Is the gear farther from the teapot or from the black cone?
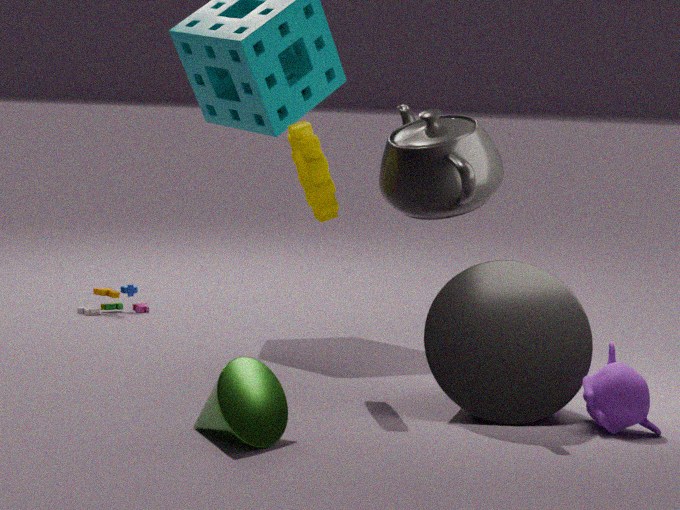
the black cone
